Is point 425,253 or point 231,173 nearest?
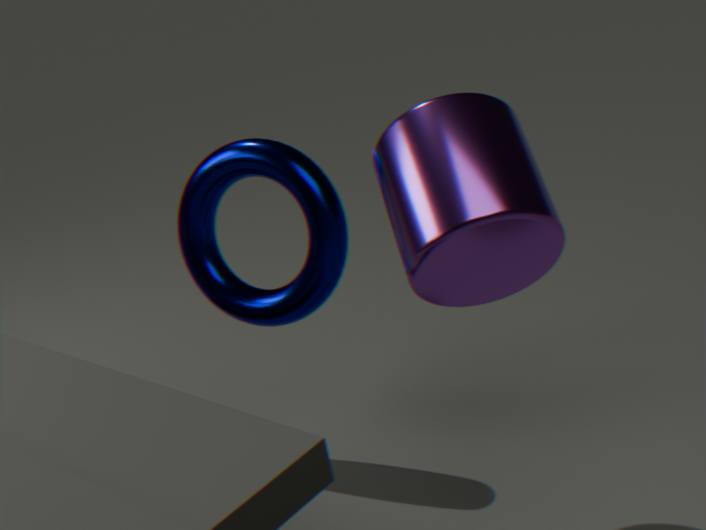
point 425,253
